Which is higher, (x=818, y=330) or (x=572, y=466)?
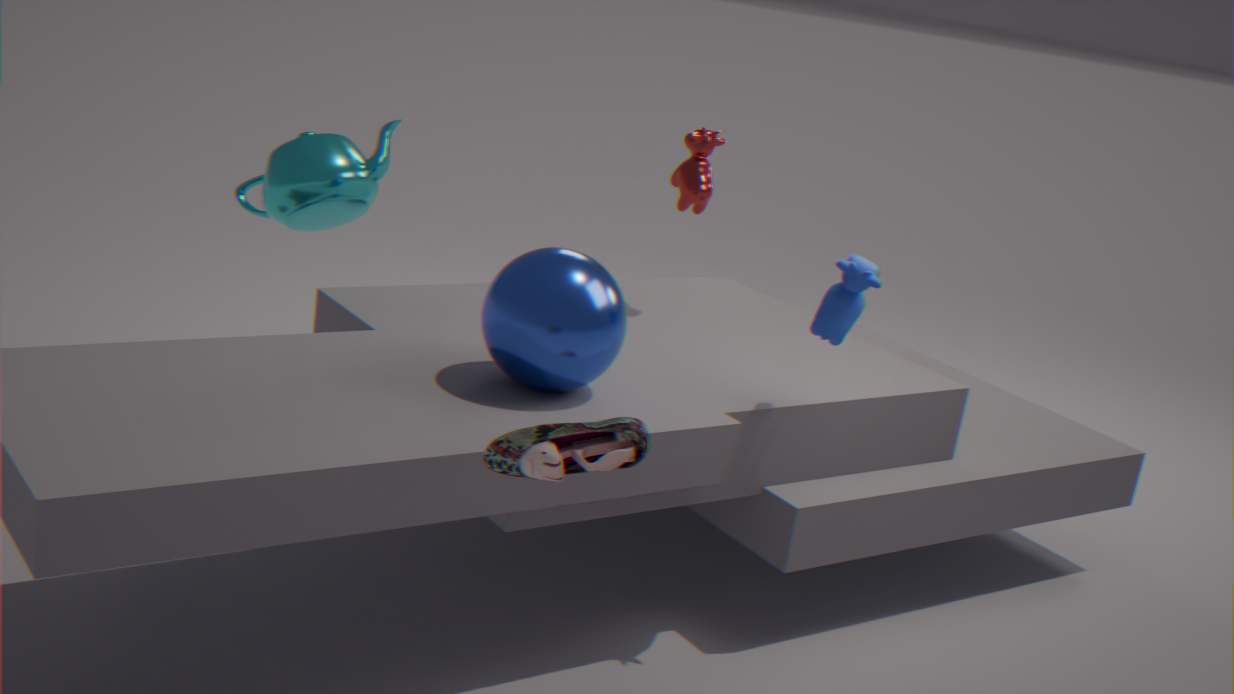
(x=818, y=330)
